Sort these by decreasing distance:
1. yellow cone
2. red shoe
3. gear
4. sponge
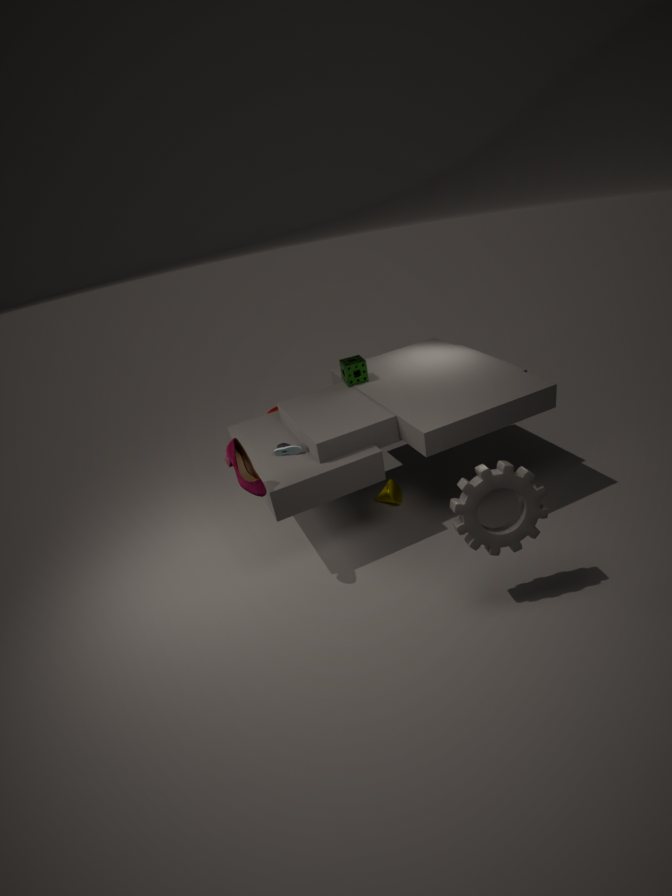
1. sponge
2. yellow cone
3. red shoe
4. gear
